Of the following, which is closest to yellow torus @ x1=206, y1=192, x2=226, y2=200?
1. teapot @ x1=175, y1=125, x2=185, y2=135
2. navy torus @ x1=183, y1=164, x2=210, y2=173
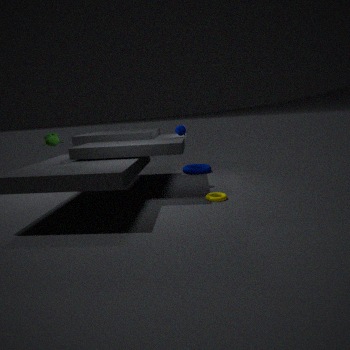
teapot @ x1=175, y1=125, x2=185, y2=135
